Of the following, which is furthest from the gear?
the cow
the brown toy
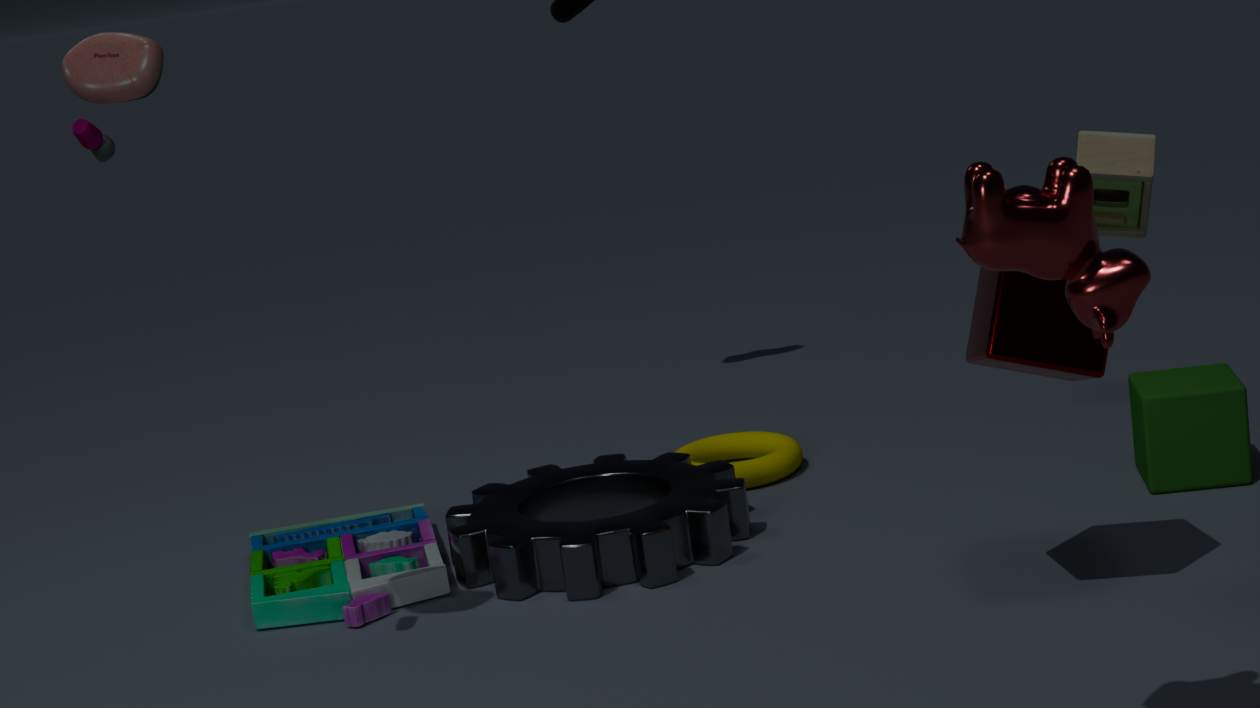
the cow
